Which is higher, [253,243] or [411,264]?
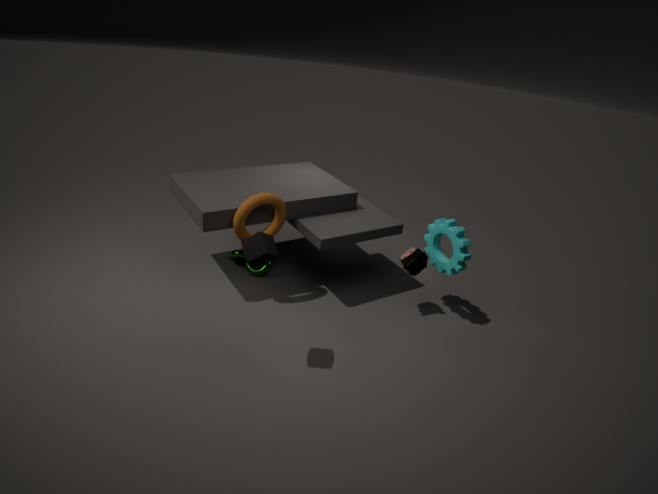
[253,243]
